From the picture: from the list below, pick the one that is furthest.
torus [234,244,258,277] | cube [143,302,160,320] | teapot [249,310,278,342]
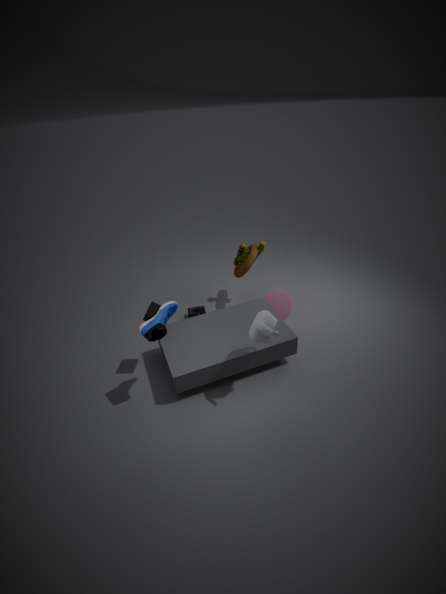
torus [234,244,258,277]
